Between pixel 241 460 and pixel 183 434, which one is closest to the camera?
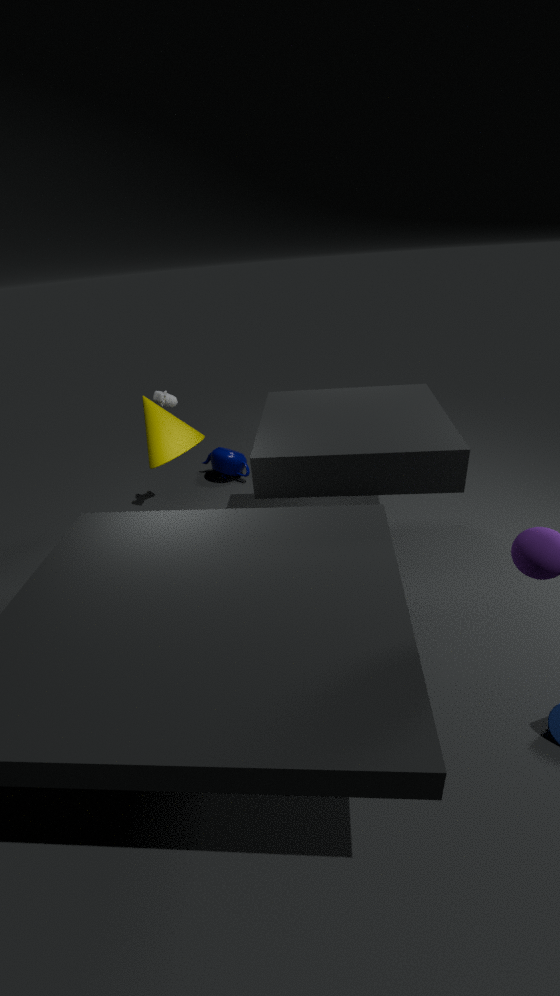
pixel 183 434
